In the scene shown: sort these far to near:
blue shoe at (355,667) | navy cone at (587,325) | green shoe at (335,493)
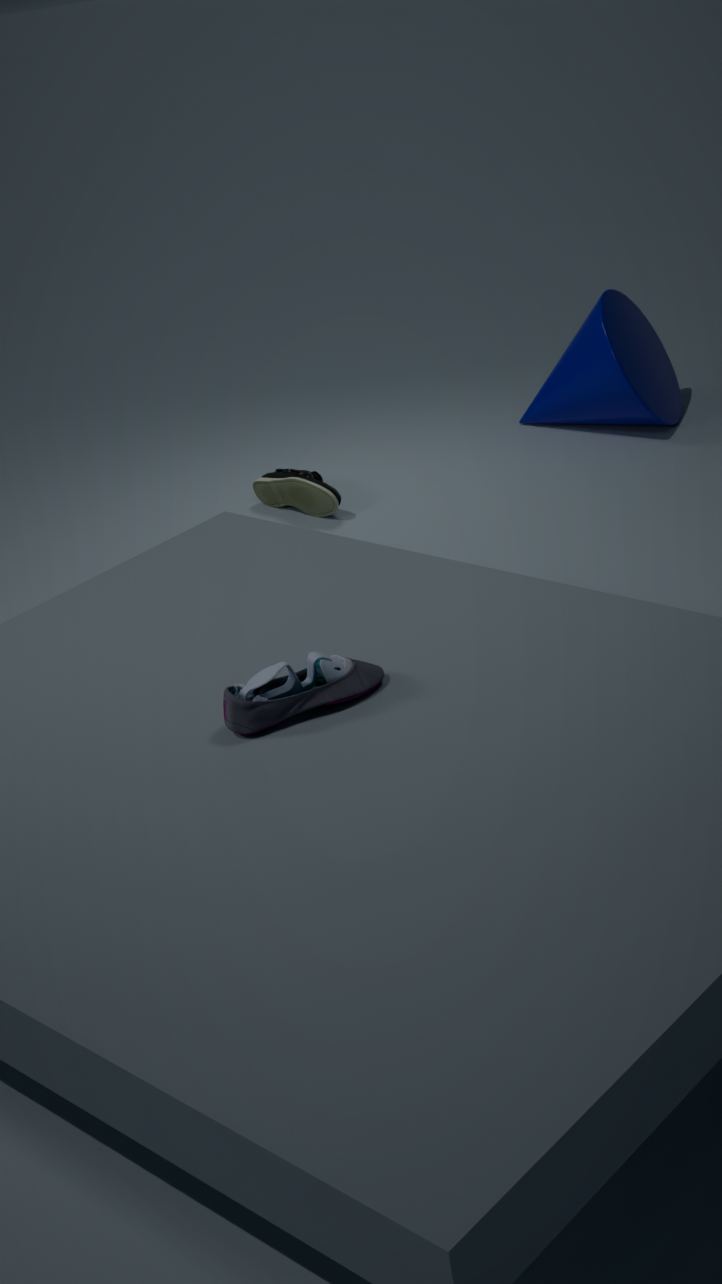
navy cone at (587,325)
green shoe at (335,493)
blue shoe at (355,667)
